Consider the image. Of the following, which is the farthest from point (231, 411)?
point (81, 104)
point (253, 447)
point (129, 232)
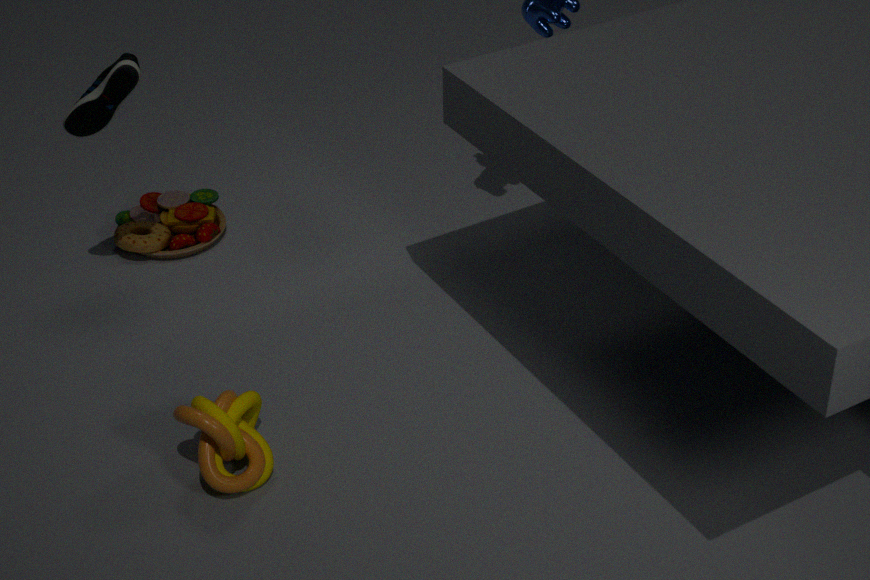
point (129, 232)
